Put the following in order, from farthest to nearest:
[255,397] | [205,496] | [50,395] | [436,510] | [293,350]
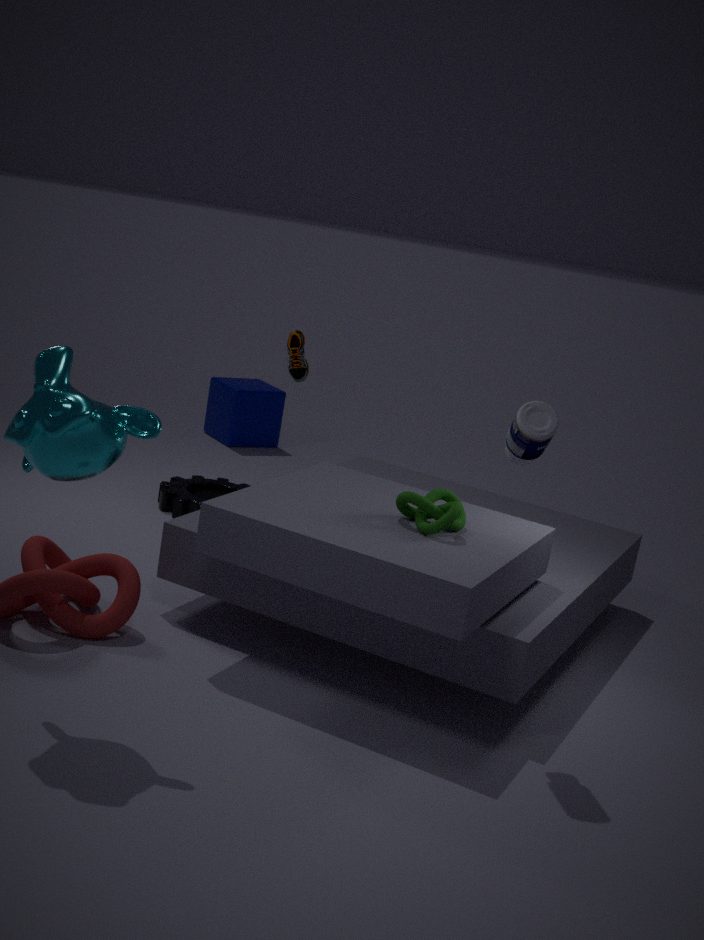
1. [255,397]
2. [205,496]
3. [293,350]
4. [436,510]
5. [50,395]
